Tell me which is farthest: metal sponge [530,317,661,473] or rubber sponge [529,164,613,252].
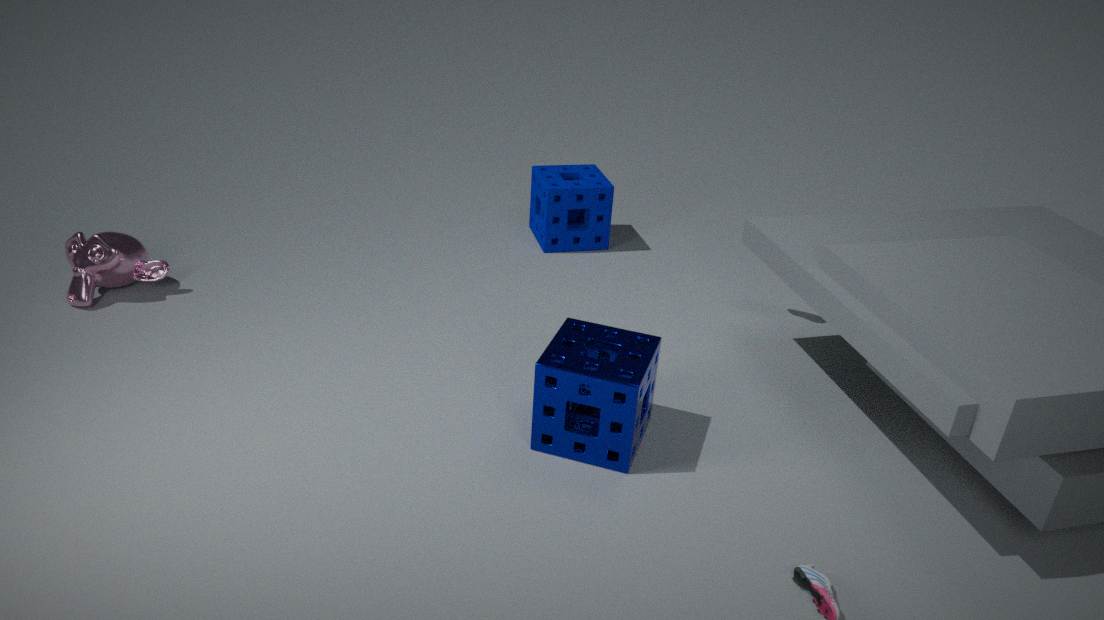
rubber sponge [529,164,613,252]
